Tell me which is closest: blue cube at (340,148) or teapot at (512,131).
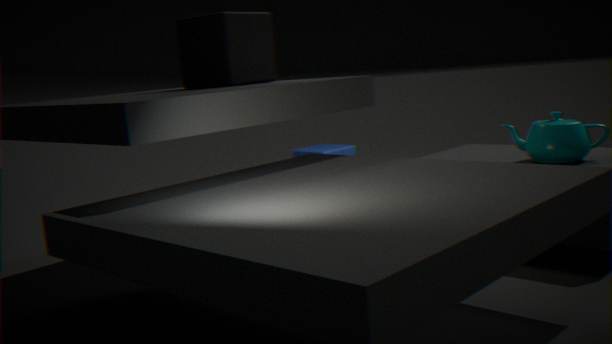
teapot at (512,131)
